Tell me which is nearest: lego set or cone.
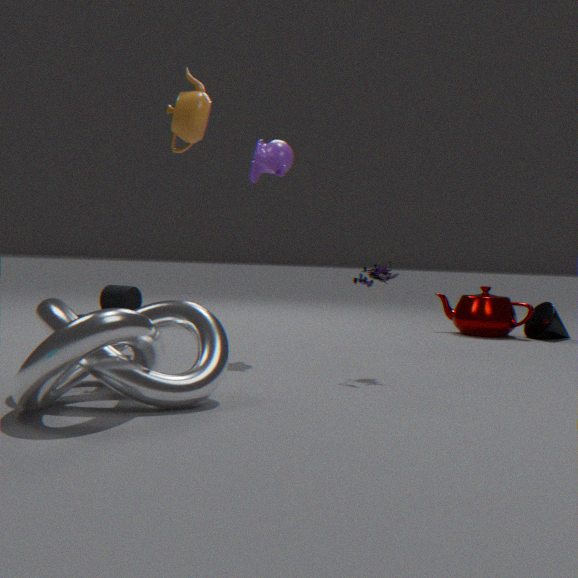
lego set
